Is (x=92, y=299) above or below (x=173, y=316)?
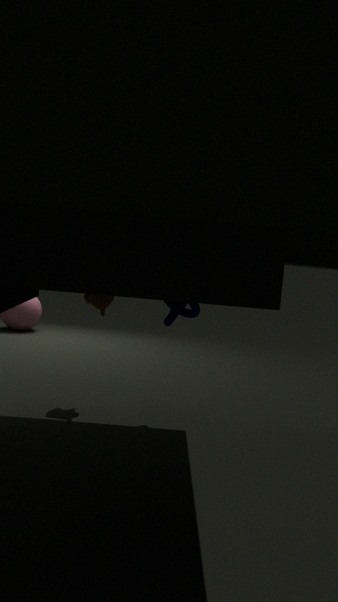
below
